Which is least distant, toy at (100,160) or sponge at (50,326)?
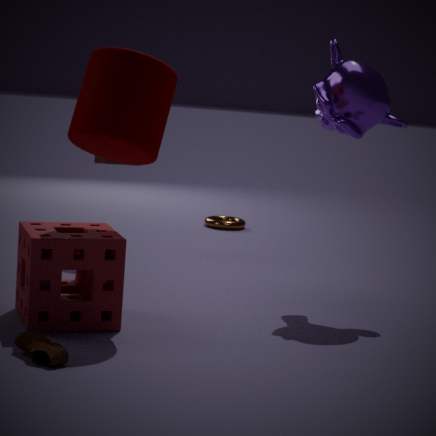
sponge at (50,326)
